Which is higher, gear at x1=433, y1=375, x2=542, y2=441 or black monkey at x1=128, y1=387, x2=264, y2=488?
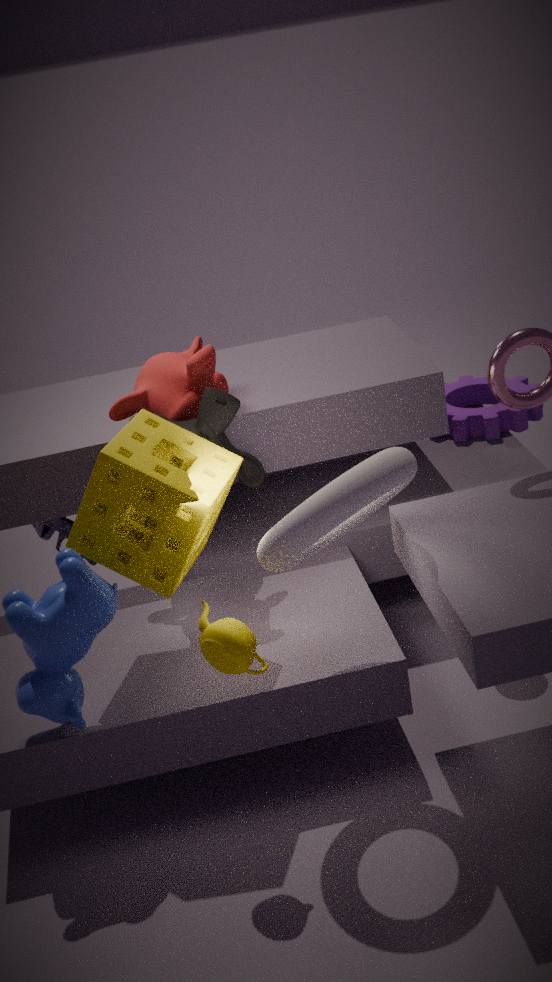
black monkey at x1=128, y1=387, x2=264, y2=488
